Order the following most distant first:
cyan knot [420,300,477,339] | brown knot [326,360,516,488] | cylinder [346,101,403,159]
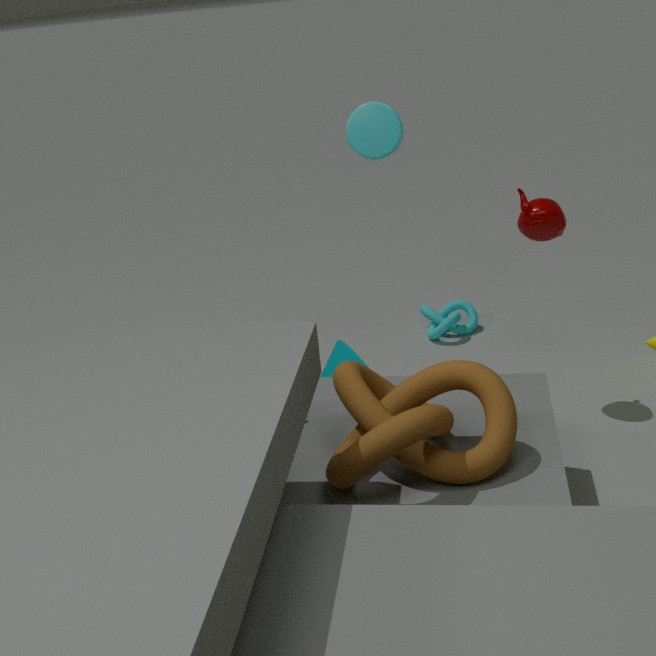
cyan knot [420,300,477,339] < cylinder [346,101,403,159] < brown knot [326,360,516,488]
